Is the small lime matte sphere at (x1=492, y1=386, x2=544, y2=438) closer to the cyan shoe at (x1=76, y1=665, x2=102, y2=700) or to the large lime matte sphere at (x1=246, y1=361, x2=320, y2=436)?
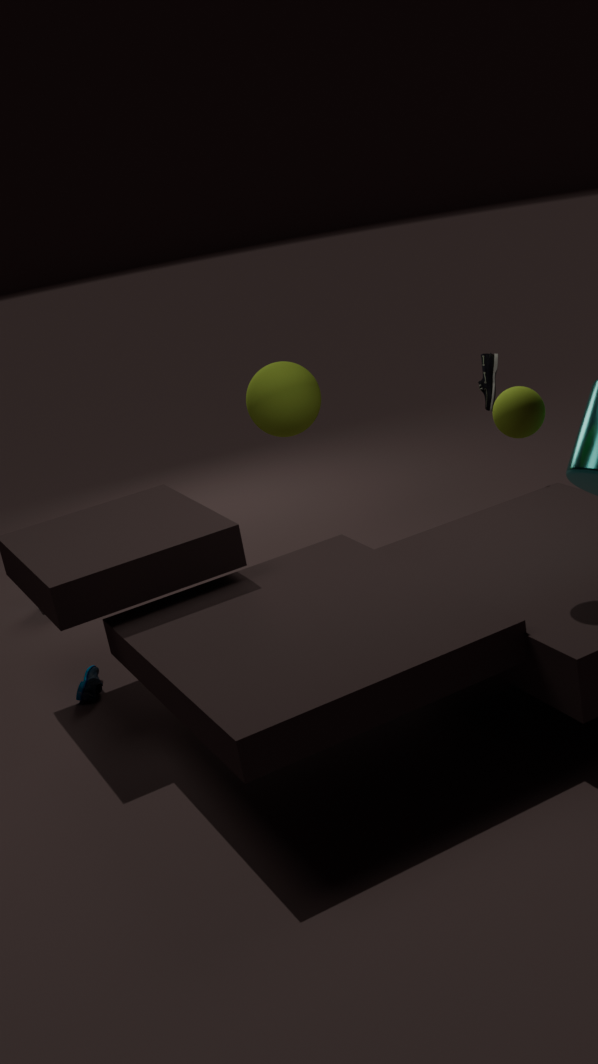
the large lime matte sphere at (x1=246, y1=361, x2=320, y2=436)
